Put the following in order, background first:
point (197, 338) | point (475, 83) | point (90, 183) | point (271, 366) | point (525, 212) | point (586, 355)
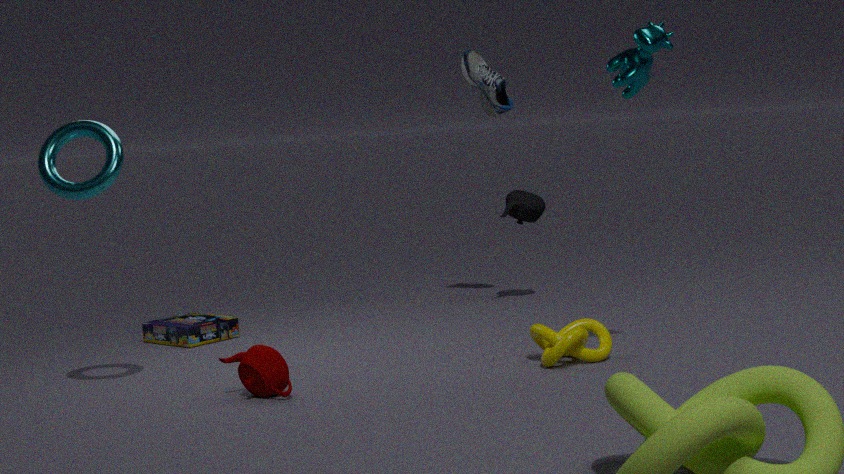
1. point (475, 83)
2. point (525, 212)
3. point (197, 338)
4. point (586, 355)
5. point (90, 183)
6. point (271, 366)
